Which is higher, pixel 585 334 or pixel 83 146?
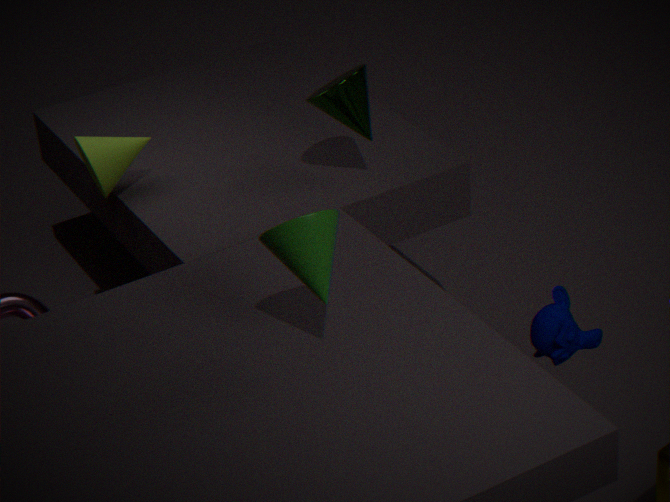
pixel 83 146
